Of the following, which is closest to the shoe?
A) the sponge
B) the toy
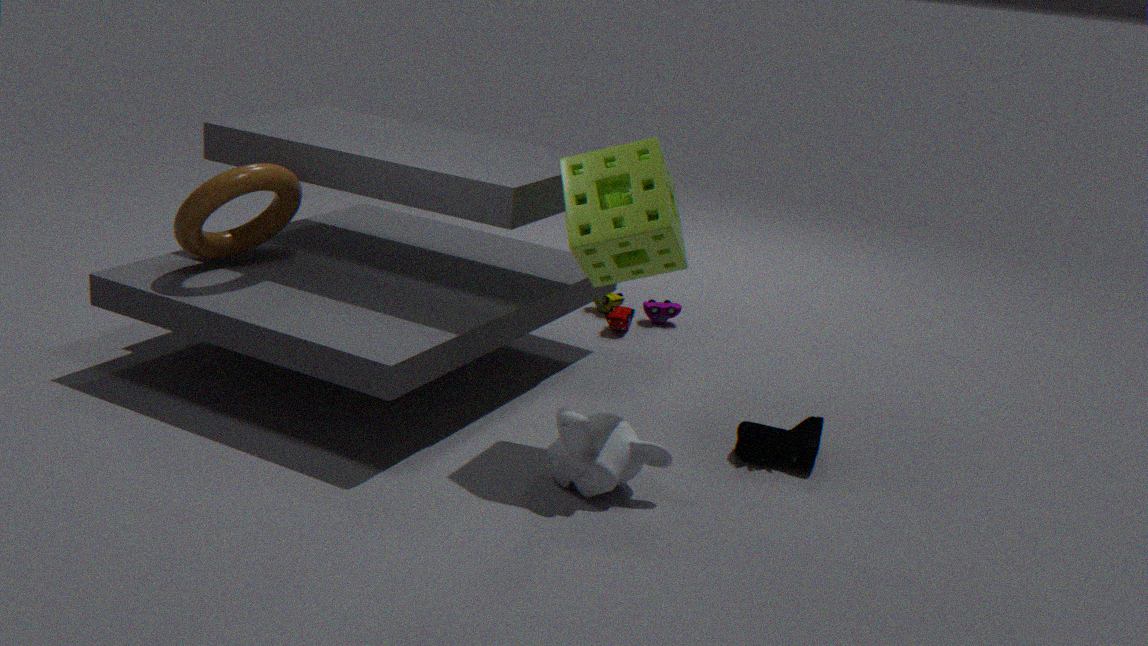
the sponge
